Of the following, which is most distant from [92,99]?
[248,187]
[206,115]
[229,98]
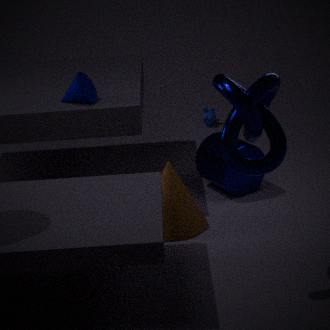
[206,115]
